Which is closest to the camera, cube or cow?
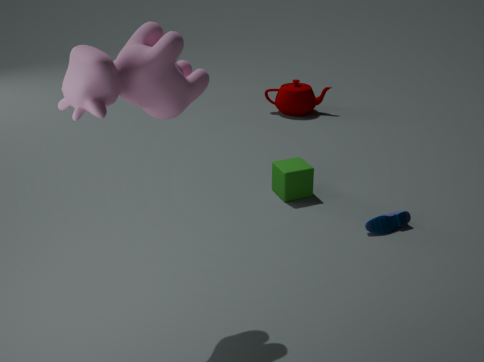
cow
